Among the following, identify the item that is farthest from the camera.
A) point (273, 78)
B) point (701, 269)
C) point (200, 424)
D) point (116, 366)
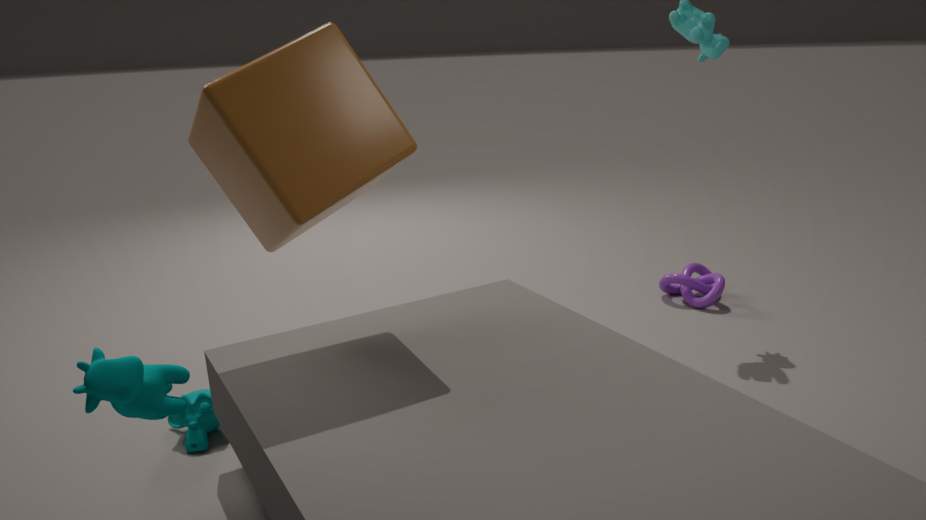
point (701, 269)
